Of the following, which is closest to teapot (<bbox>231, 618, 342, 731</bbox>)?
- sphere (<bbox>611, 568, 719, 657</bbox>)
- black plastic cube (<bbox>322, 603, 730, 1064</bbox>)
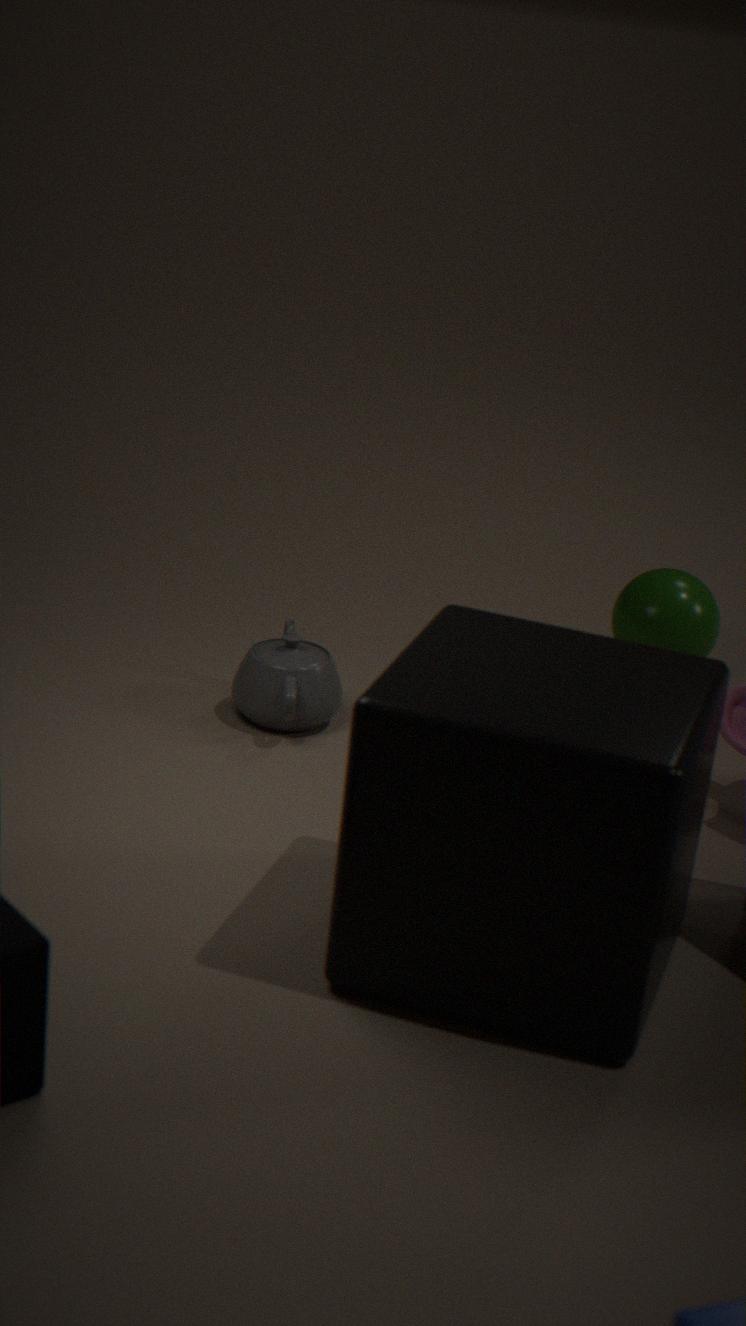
black plastic cube (<bbox>322, 603, 730, 1064</bbox>)
